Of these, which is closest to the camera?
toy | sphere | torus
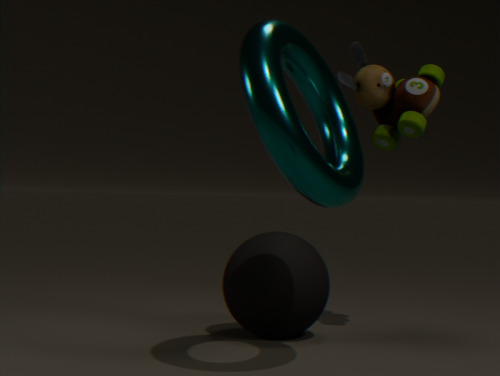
torus
